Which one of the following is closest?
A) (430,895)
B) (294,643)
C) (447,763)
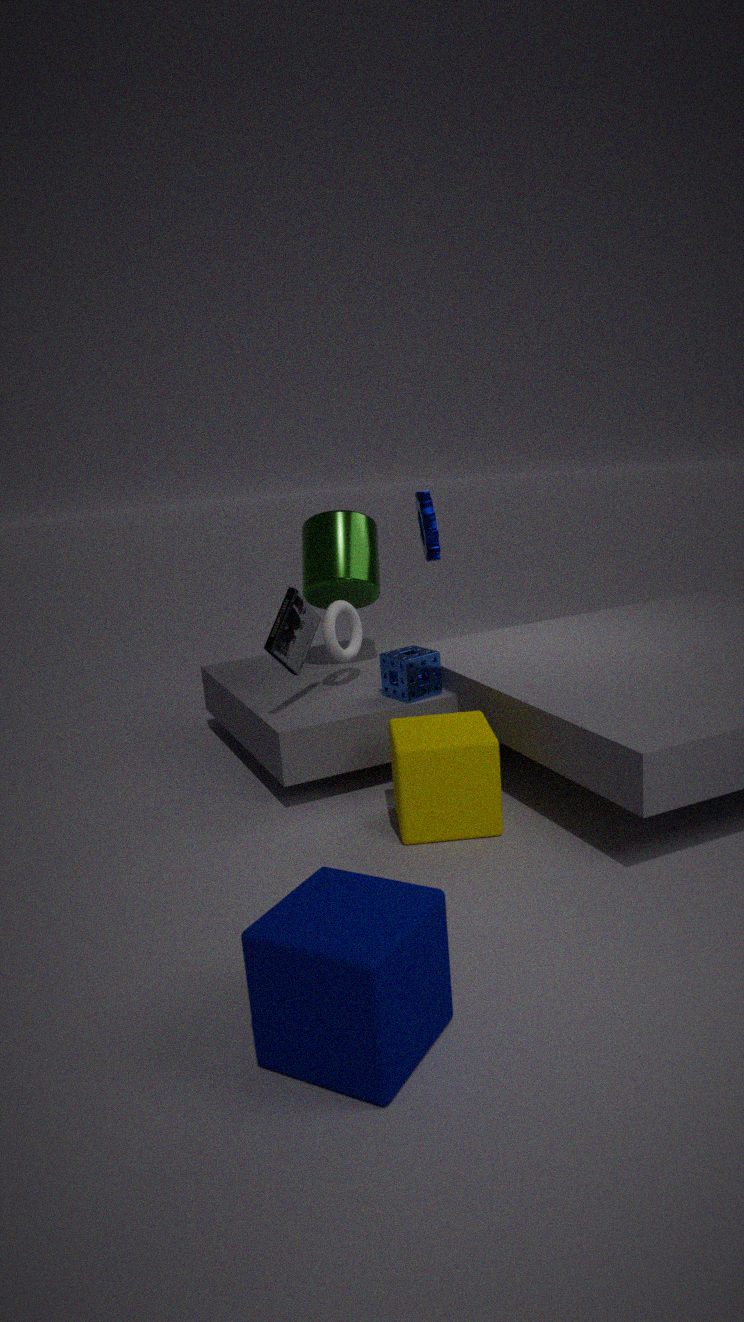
A. (430,895)
